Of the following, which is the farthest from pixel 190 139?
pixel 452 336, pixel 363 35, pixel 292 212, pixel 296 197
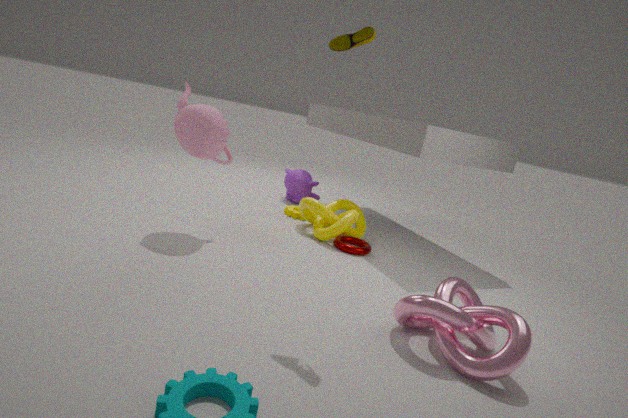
pixel 452 336
